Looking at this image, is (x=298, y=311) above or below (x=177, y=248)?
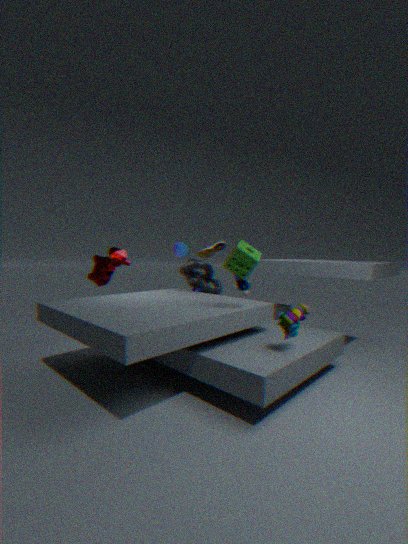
below
